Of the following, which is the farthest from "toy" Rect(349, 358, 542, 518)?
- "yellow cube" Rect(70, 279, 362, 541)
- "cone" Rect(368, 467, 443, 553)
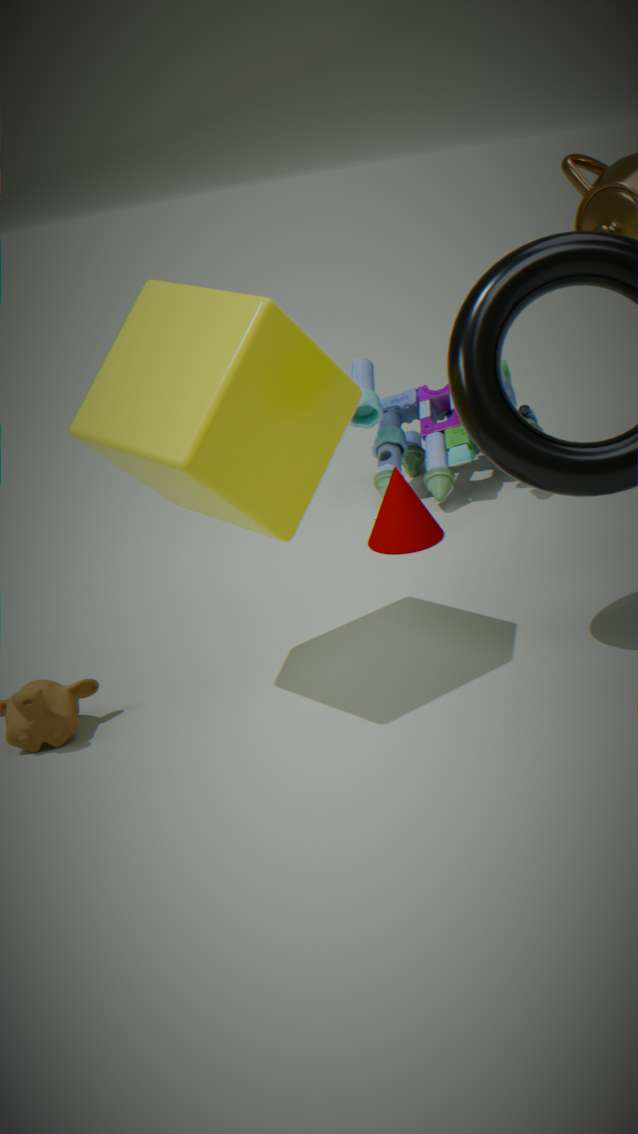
"yellow cube" Rect(70, 279, 362, 541)
